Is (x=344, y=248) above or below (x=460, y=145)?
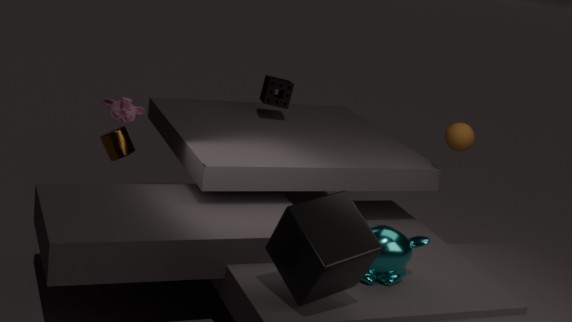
below
